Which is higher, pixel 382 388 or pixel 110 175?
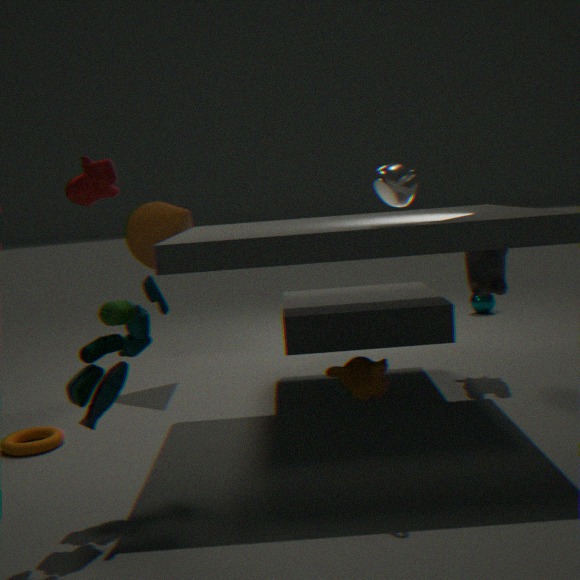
pixel 110 175
